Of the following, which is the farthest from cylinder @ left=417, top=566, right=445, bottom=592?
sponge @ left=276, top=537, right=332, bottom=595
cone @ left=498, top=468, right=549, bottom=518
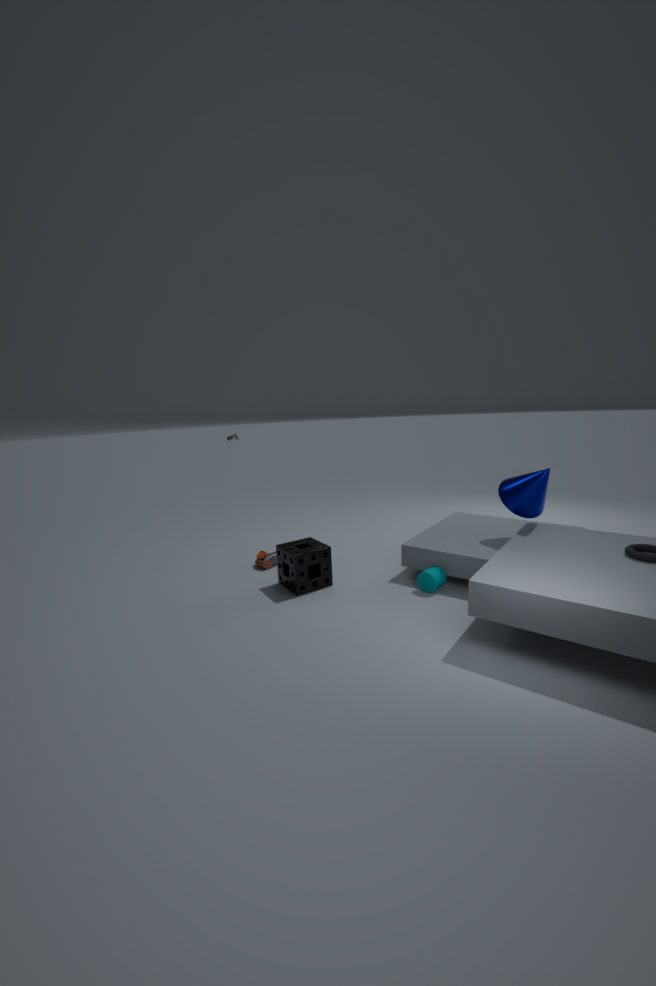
cone @ left=498, top=468, right=549, bottom=518
